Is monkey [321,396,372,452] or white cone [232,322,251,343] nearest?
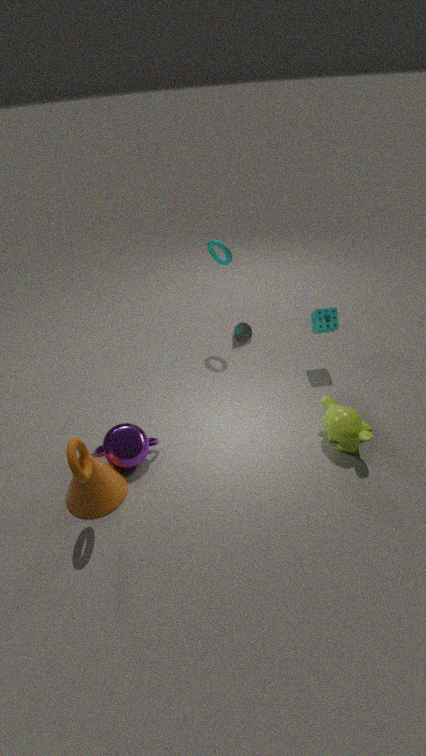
monkey [321,396,372,452]
